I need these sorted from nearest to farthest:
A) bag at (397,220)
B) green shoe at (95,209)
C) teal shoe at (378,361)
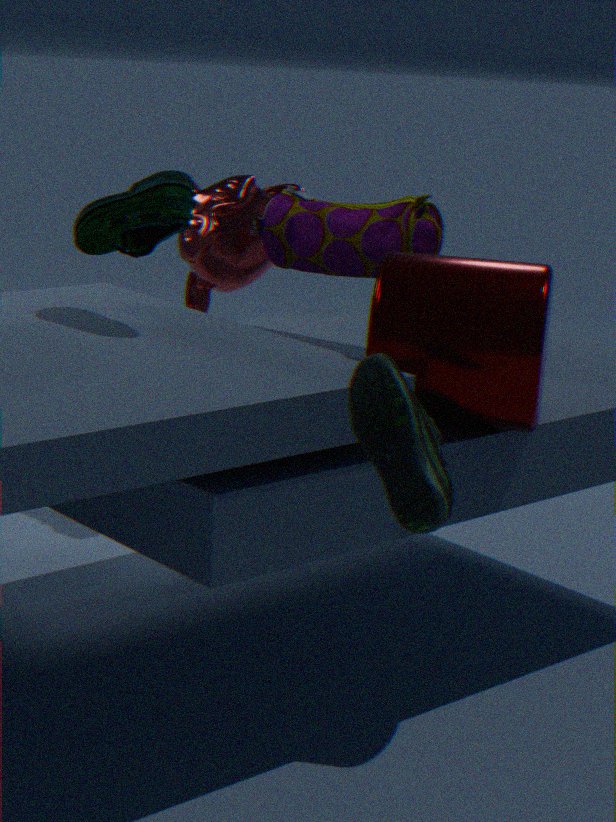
Result: teal shoe at (378,361), green shoe at (95,209), bag at (397,220)
